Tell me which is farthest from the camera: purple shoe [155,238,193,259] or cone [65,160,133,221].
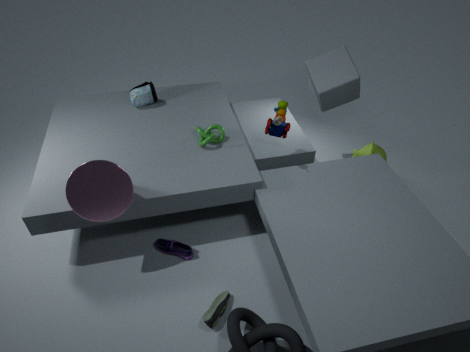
purple shoe [155,238,193,259]
